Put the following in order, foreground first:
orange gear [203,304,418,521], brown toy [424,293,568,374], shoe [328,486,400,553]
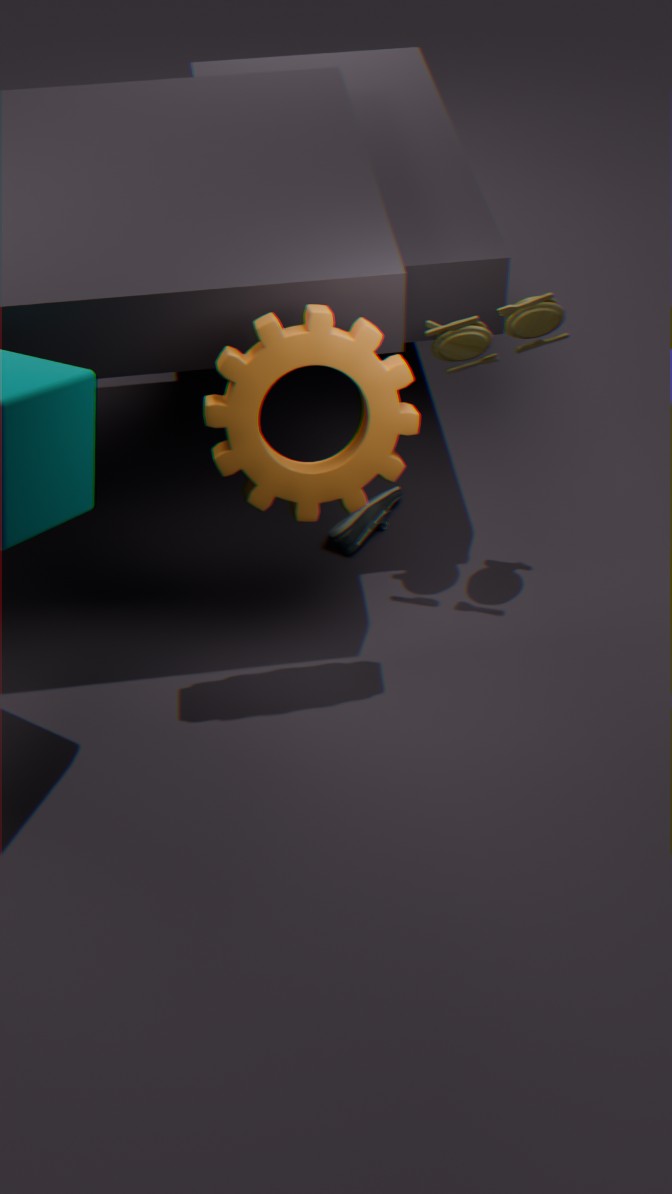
orange gear [203,304,418,521], brown toy [424,293,568,374], shoe [328,486,400,553]
